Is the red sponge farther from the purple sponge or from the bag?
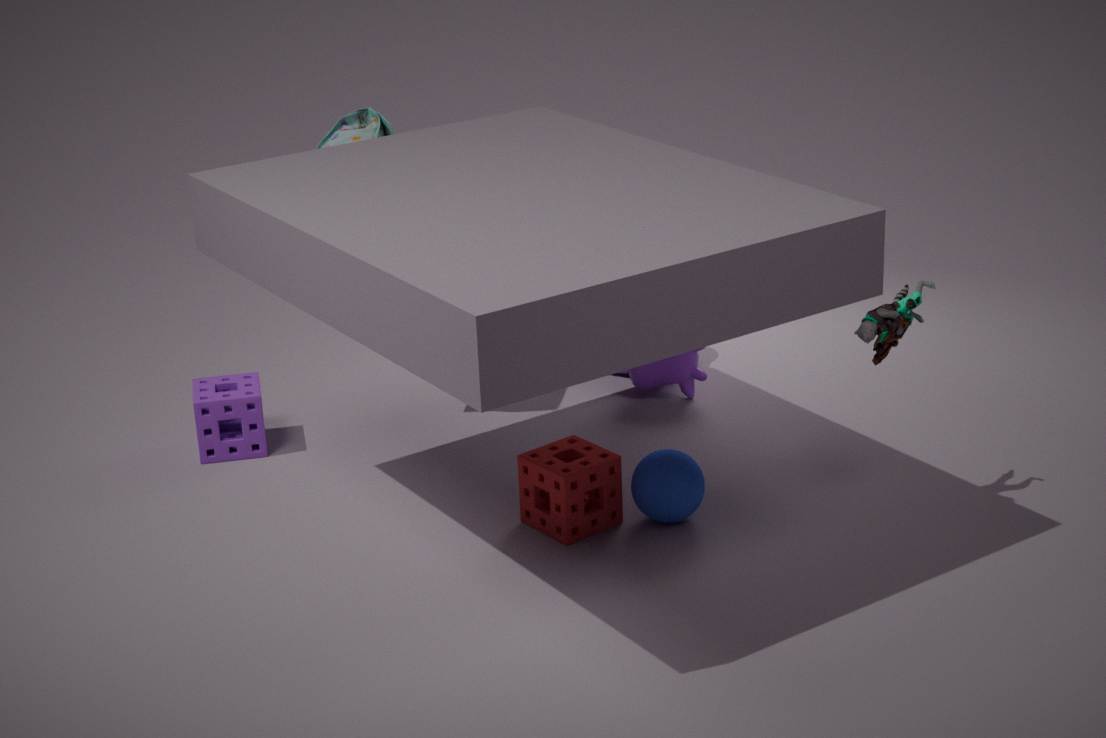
the purple sponge
